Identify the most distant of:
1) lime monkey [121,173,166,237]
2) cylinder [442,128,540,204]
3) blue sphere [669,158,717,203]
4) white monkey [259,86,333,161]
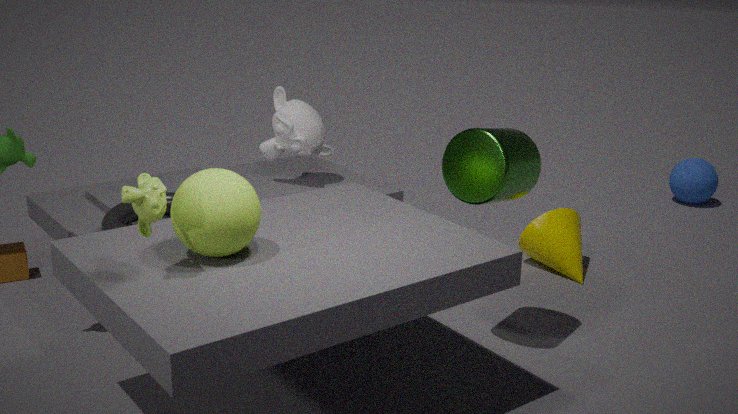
3. blue sphere [669,158,717,203]
